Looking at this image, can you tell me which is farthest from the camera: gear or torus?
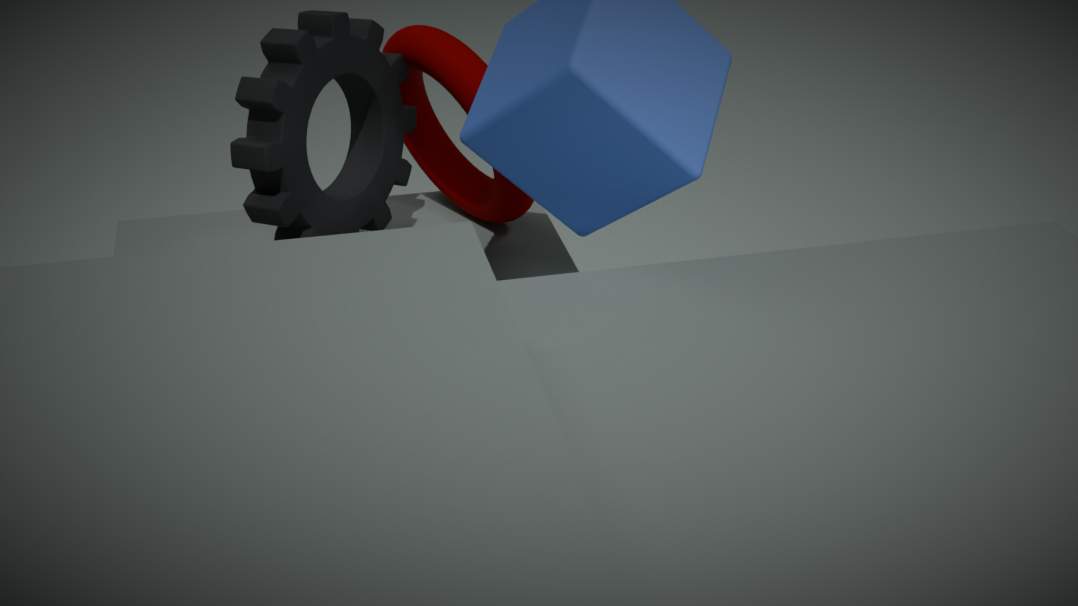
torus
